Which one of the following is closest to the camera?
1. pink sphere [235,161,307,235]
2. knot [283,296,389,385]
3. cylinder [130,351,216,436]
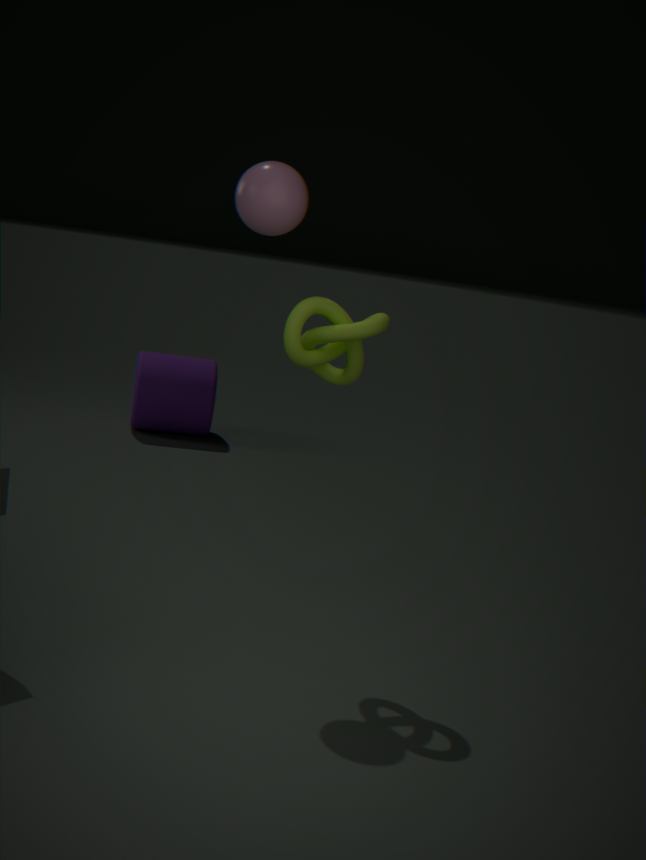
knot [283,296,389,385]
